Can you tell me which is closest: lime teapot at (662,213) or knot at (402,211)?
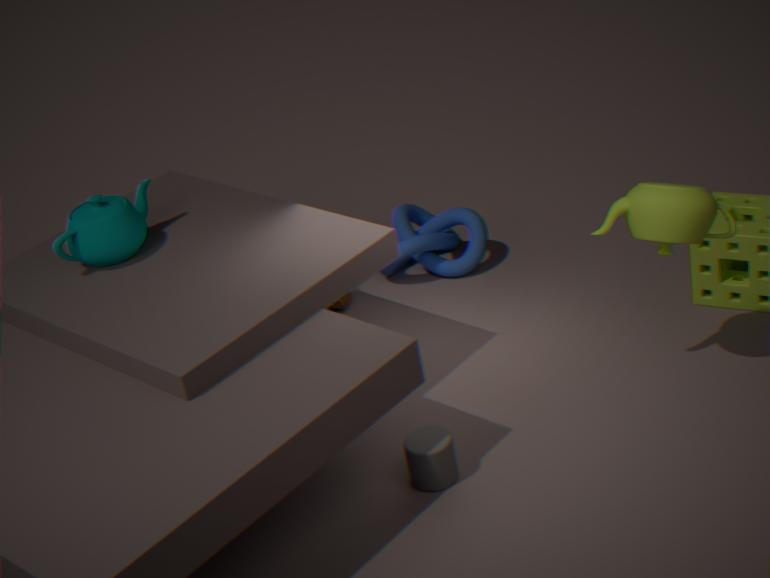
lime teapot at (662,213)
